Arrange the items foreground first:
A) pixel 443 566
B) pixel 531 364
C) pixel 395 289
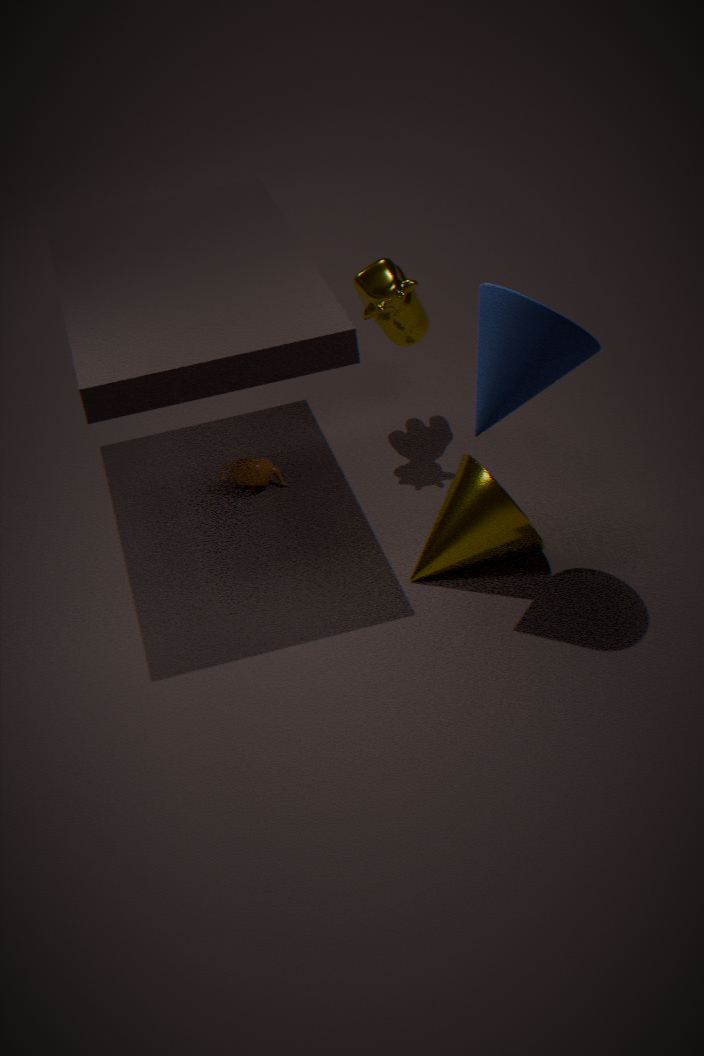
pixel 531 364 → pixel 443 566 → pixel 395 289
